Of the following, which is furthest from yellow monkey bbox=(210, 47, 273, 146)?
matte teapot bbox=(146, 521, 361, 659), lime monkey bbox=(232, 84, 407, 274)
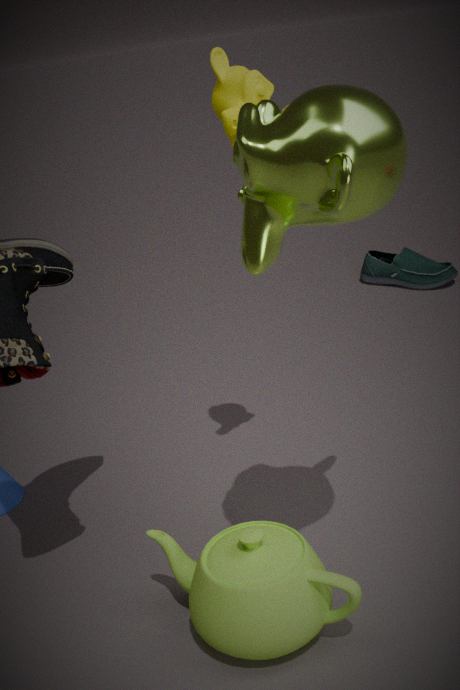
matte teapot bbox=(146, 521, 361, 659)
